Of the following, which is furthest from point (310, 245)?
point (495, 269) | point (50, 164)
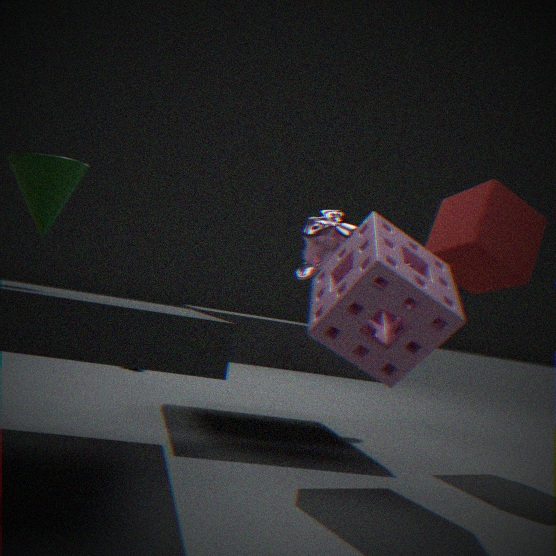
point (50, 164)
